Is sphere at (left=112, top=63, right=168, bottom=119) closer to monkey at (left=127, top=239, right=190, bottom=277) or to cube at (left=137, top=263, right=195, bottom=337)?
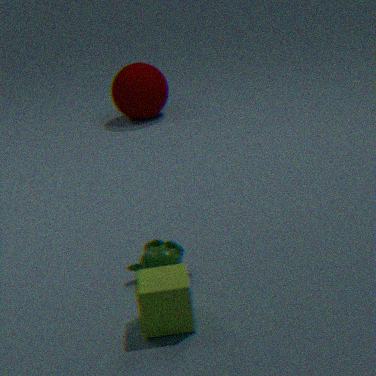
monkey at (left=127, top=239, right=190, bottom=277)
